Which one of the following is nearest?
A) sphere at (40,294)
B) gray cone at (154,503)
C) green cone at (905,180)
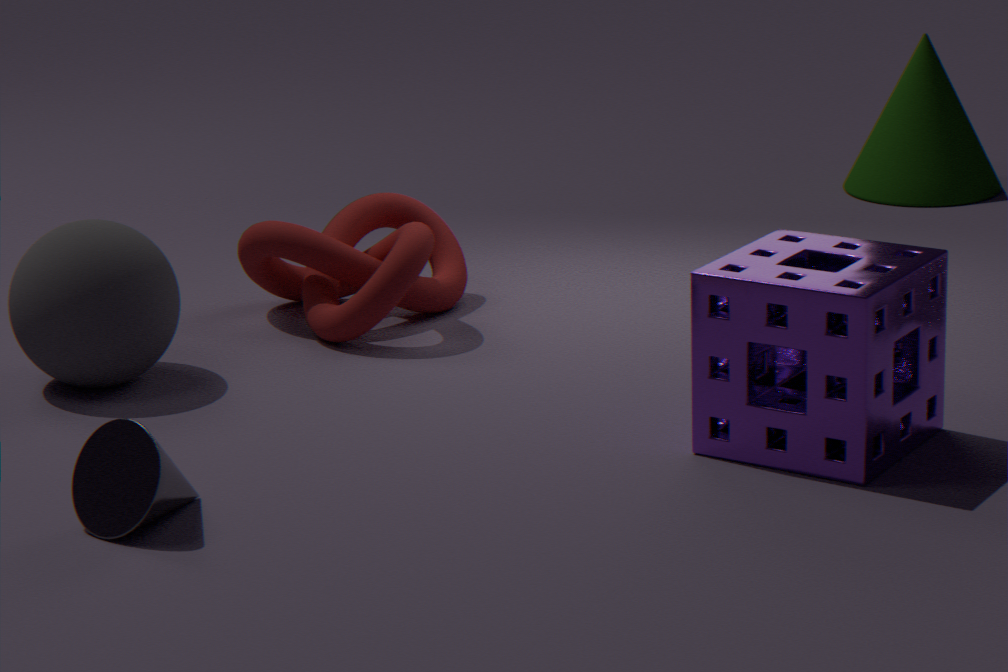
gray cone at (154,503)
